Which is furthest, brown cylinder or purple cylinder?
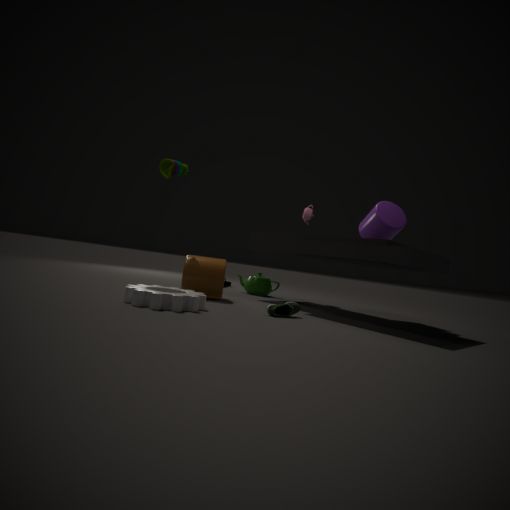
purple cylinder
